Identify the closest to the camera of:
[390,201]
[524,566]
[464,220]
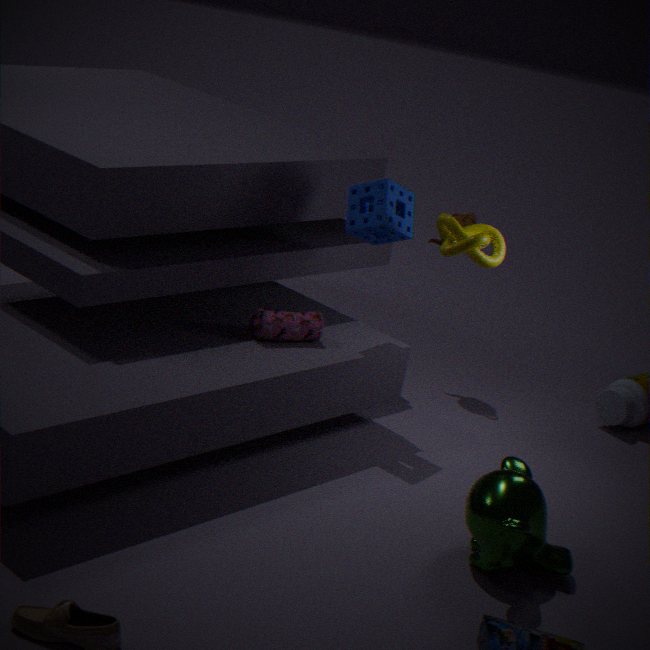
[524,566]
